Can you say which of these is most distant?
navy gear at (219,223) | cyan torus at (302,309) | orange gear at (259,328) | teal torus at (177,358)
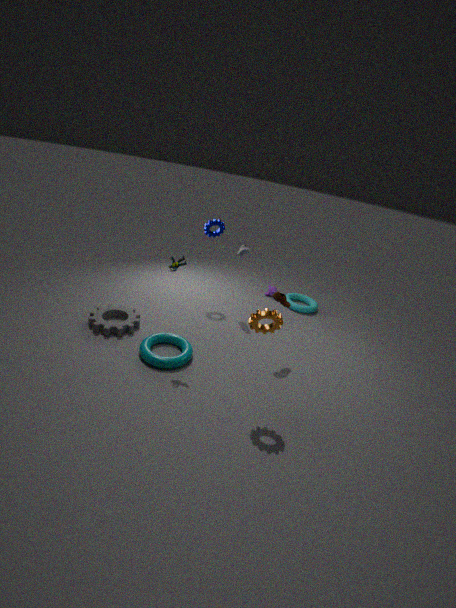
cyan torus at (302,309)
